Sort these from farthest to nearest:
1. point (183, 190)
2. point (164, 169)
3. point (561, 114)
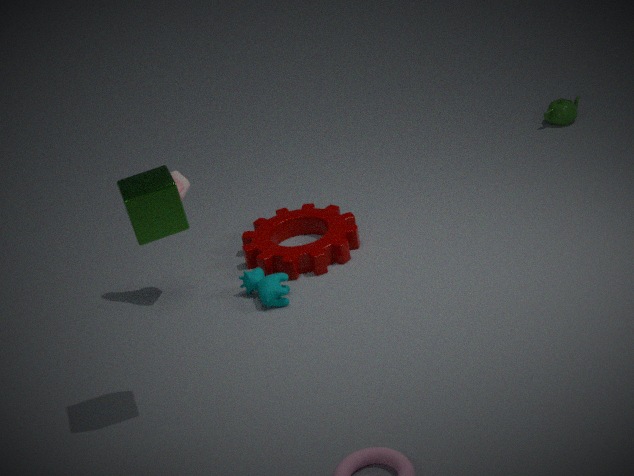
1. point (561, 114)
2. point (183, 190)
3. point (164, 169)
